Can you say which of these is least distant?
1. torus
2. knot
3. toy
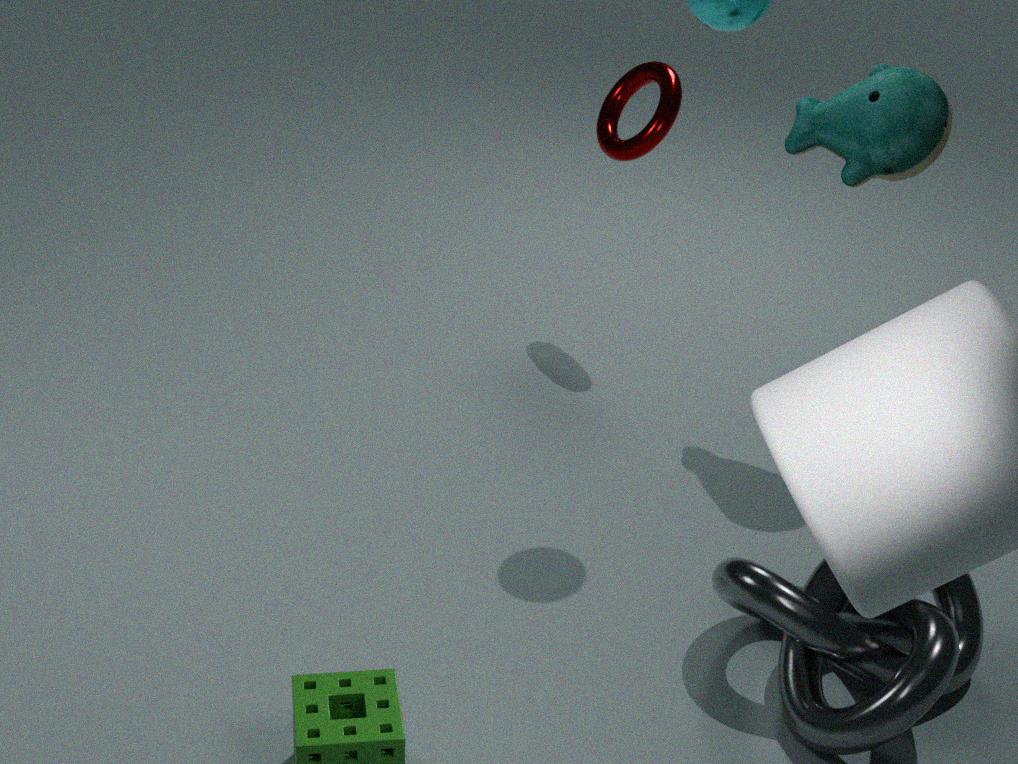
knot
